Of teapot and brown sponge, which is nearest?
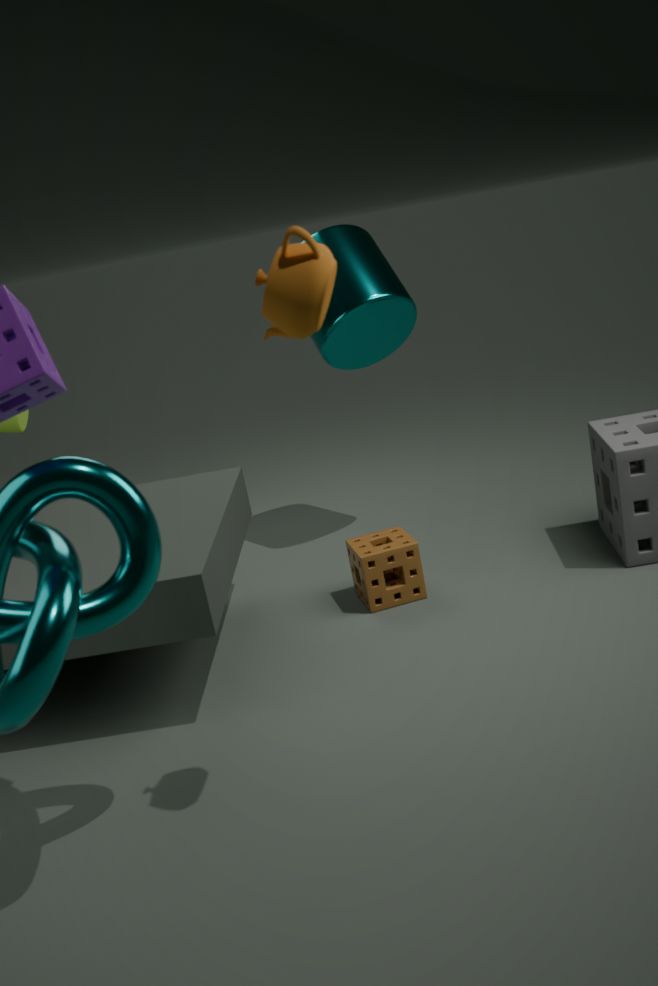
teapot
